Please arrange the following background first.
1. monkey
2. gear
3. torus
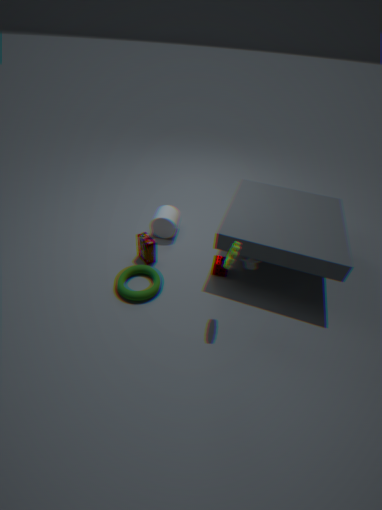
monkey → torus → gear
